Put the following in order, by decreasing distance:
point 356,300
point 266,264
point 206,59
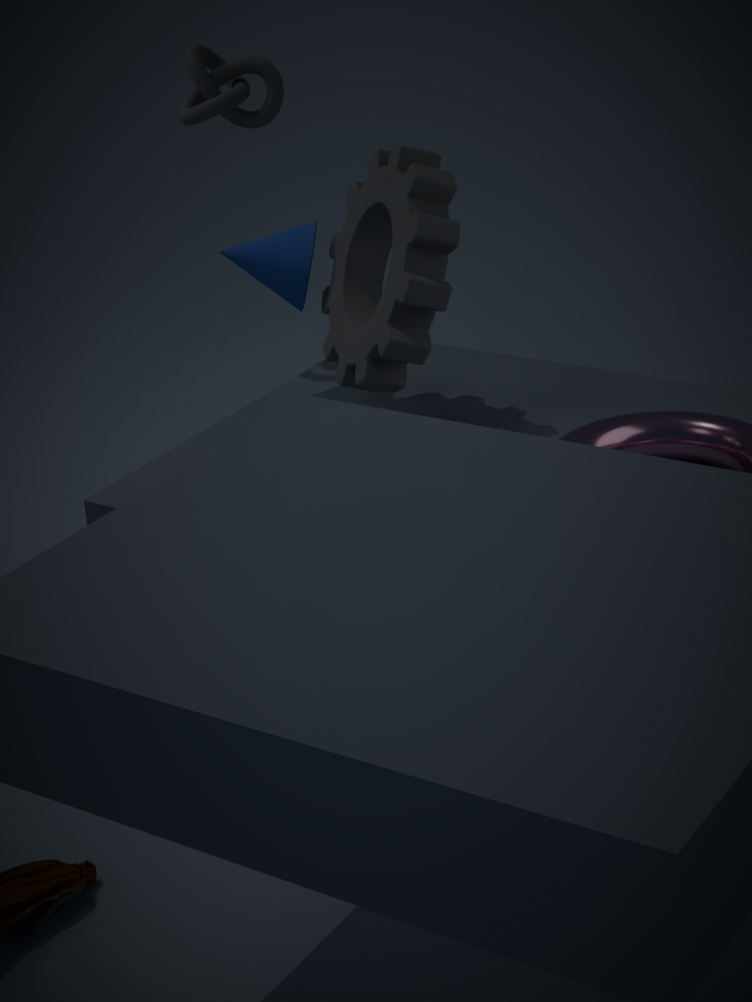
point 206,59, point 266,264, point 356,300
